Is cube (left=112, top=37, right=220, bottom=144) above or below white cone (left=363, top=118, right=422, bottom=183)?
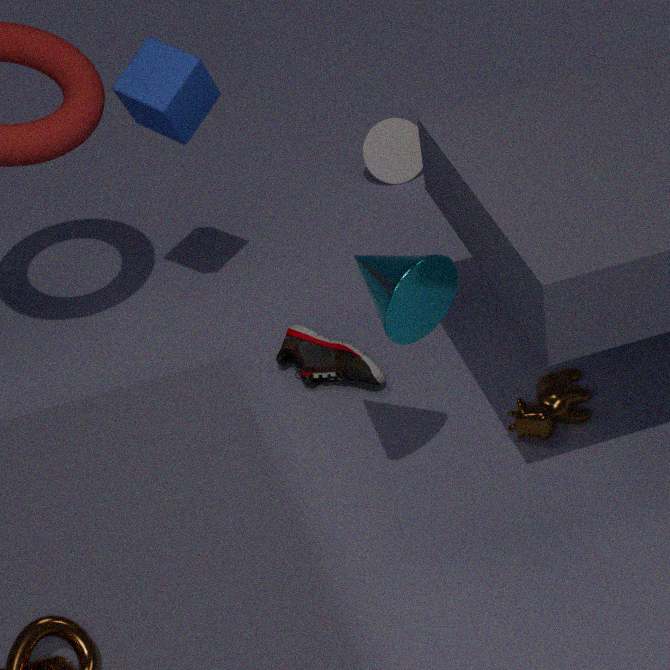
above
